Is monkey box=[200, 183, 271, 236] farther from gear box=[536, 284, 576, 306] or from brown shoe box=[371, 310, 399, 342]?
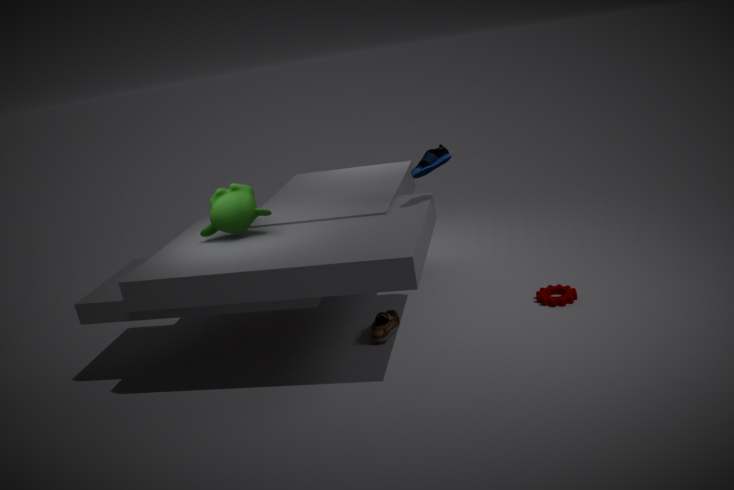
gear box=[536, 284, 576, 306]
